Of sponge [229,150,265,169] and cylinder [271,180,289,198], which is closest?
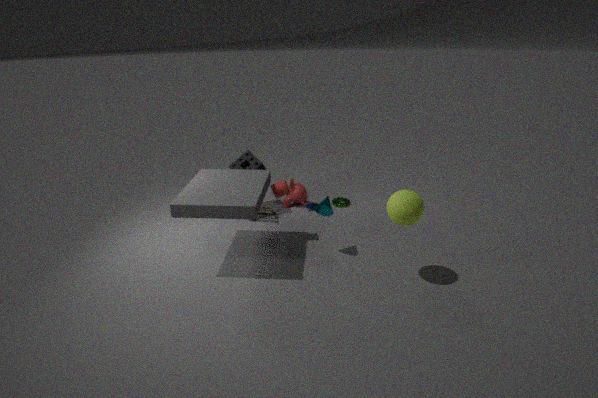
cylinder [271,180,289,198]
